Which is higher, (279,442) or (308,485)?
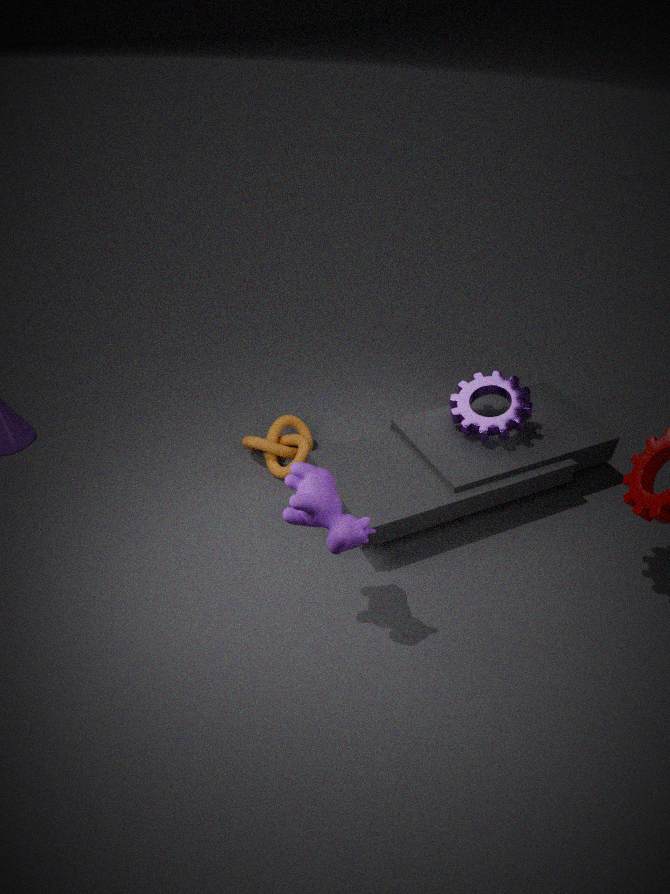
(308,485)
